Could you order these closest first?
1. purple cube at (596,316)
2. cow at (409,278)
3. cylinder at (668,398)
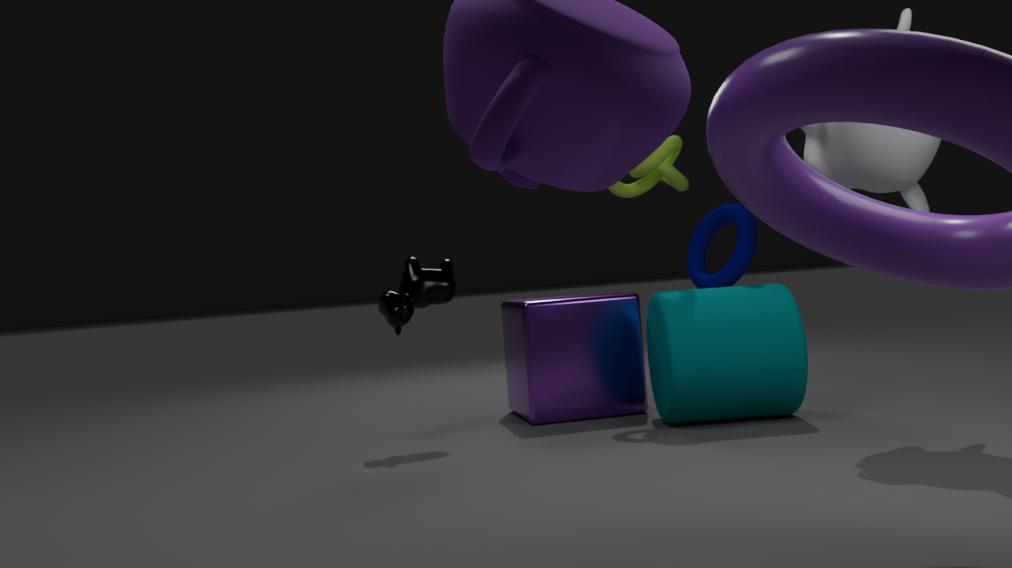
cylinder at (668,398), cow at (409,278), purple cube at (596,316)
